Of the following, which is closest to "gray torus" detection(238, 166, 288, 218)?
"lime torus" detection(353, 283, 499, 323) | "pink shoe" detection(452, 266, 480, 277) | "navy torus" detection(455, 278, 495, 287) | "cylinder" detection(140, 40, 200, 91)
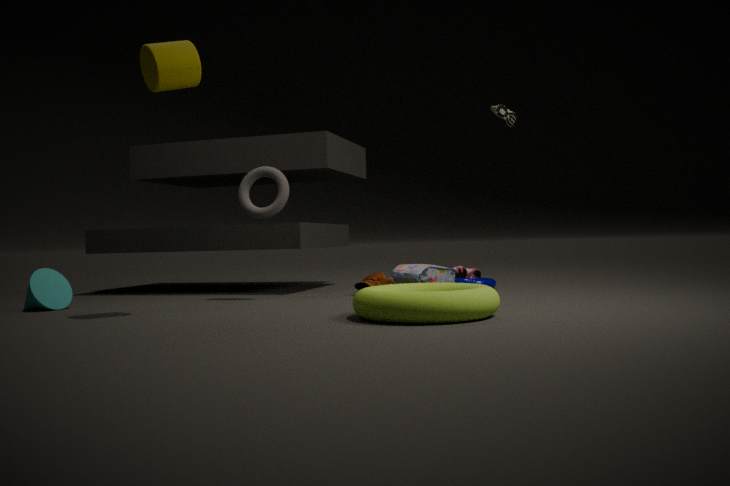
"cylinder" detection(140, 40, 200, 91)
